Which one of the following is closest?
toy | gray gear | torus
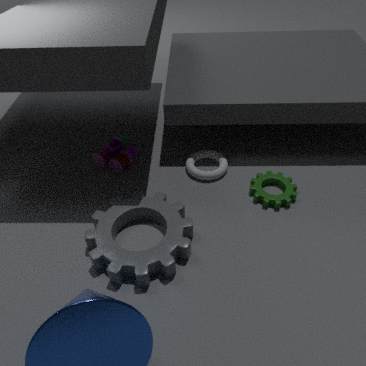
gray gear
